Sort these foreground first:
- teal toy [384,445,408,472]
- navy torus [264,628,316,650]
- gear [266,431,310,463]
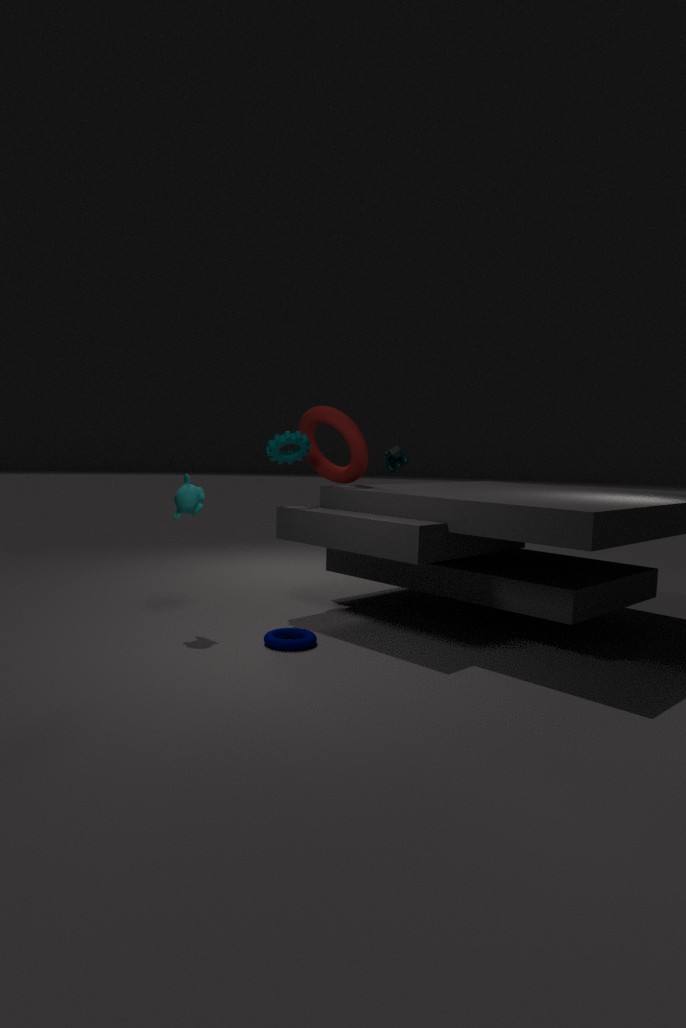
navy torus [264,628,316,650]
gear [266,431,310,463]
teal toy [384,445,408,472]
